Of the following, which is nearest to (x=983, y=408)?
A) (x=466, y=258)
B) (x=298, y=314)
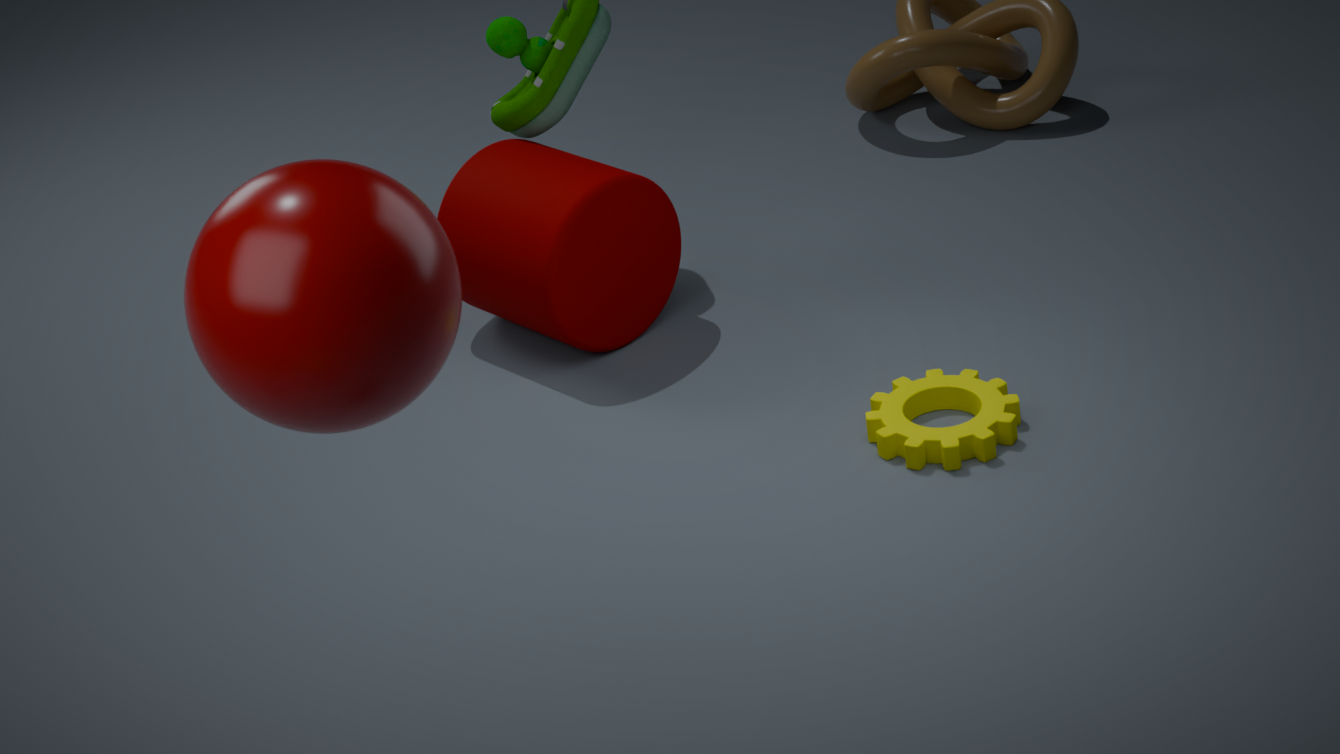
(x=466, y=258)
